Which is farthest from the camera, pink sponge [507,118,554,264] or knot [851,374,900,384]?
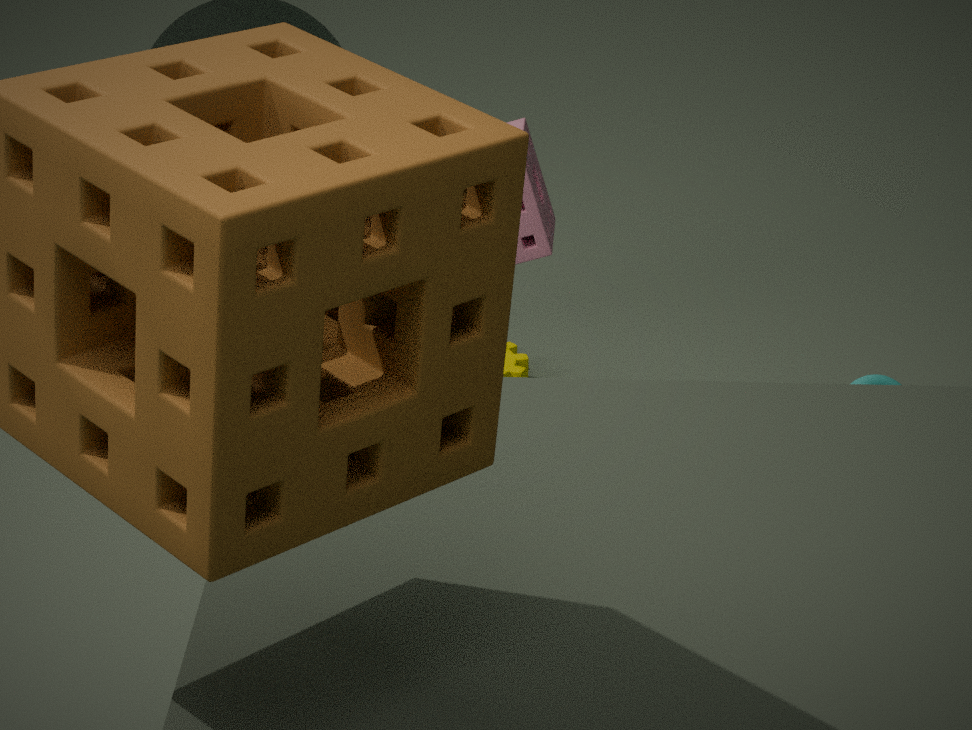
knot [851,374,900,384]
